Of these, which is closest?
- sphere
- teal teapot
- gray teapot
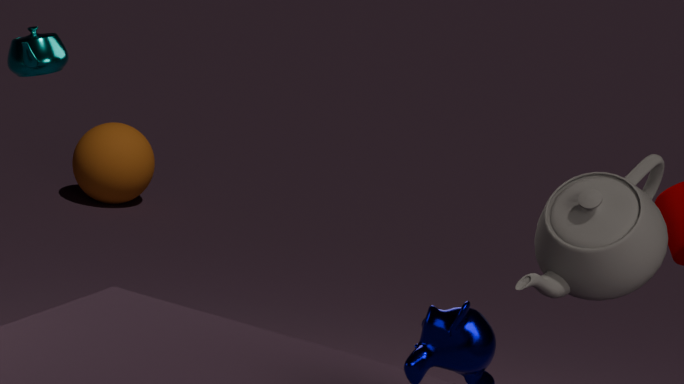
gray teapot
